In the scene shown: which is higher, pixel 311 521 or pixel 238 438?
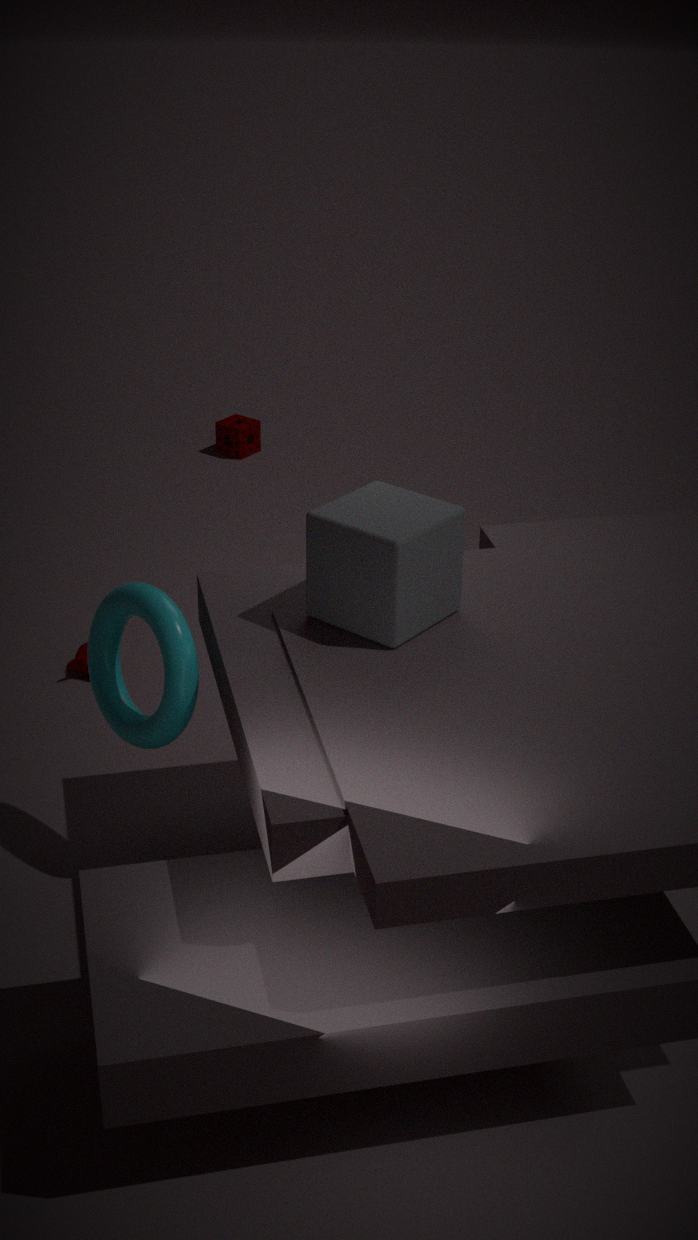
pixel 311 521
